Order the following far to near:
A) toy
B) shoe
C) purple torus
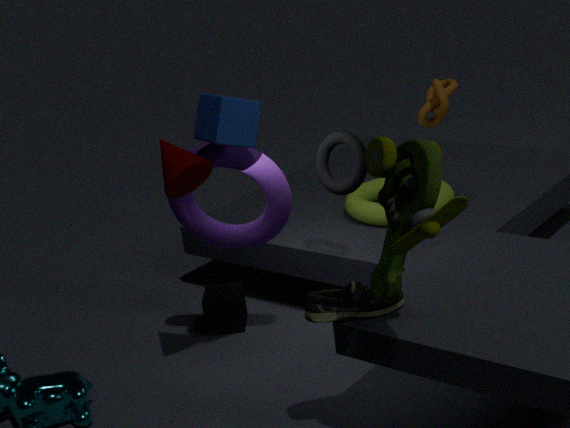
1. purple torus
2. shoe
3. toy
